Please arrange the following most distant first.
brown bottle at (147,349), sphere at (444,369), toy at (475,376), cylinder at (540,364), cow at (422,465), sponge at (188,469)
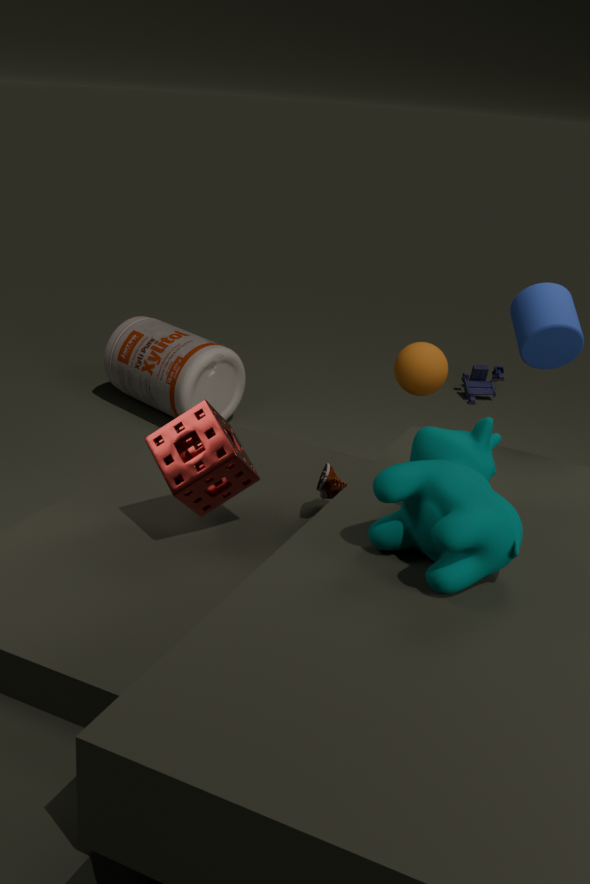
1. toy at (475,376)
2. brown bottle at (147,349)
3. sphere at (444,369)
4. cylinder at (540,364)
5. sponge at (188,469)
6. cow at (422,465)
